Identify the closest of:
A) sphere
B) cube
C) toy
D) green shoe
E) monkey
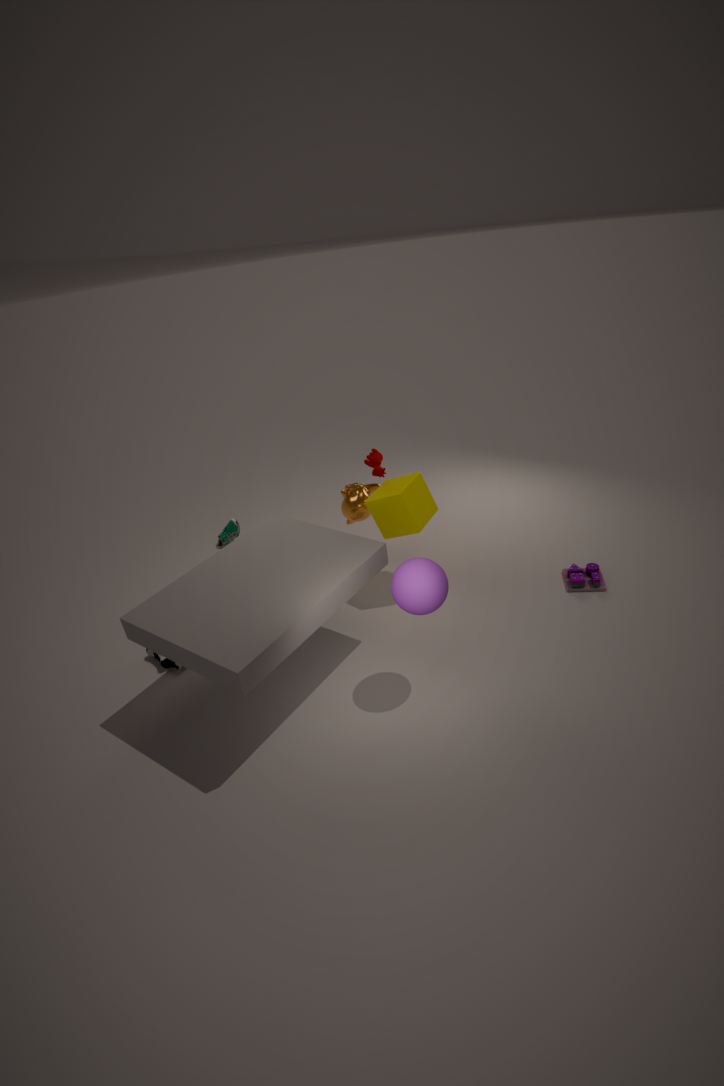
sphere
